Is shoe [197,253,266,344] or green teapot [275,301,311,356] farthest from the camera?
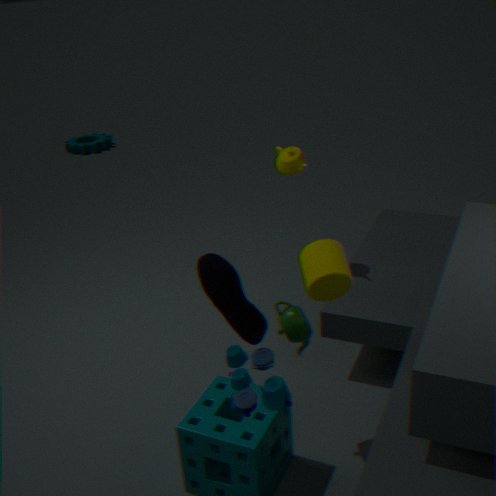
green teapot [275,301,311,356]
